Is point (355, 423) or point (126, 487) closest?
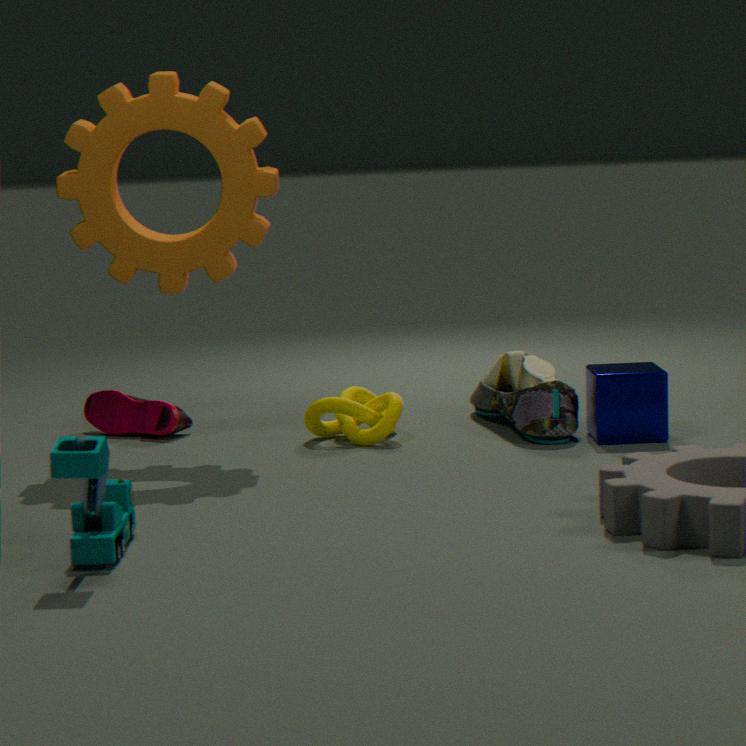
point (126, 487)
